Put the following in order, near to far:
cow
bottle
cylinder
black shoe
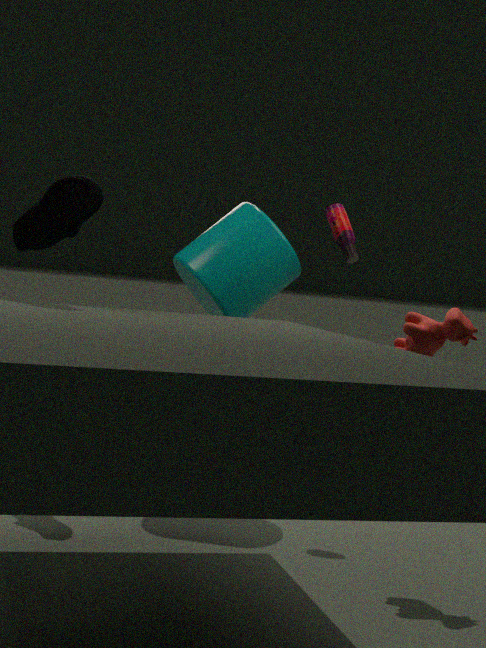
1. cow
2. black shoe
3. bottle
4. cylinder
